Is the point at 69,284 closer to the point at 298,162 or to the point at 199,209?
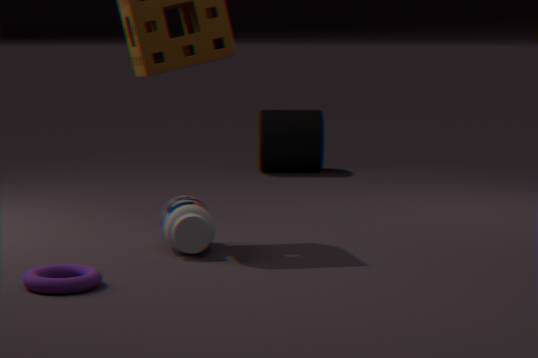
the point at 199,209
